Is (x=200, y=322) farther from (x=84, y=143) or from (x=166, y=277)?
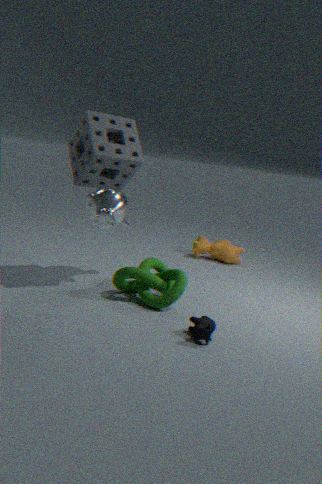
(x=84, y=143)
